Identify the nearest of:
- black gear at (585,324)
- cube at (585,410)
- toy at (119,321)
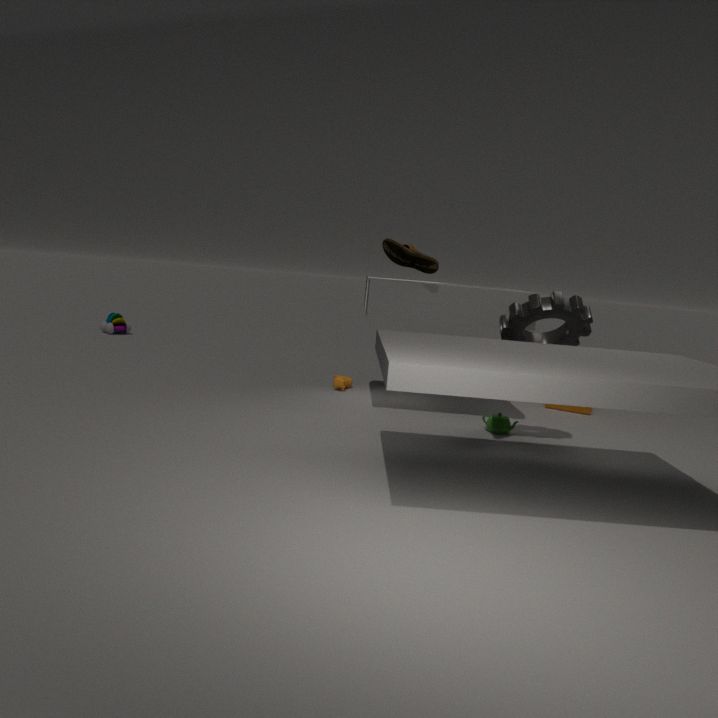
black gear at (585,324)
